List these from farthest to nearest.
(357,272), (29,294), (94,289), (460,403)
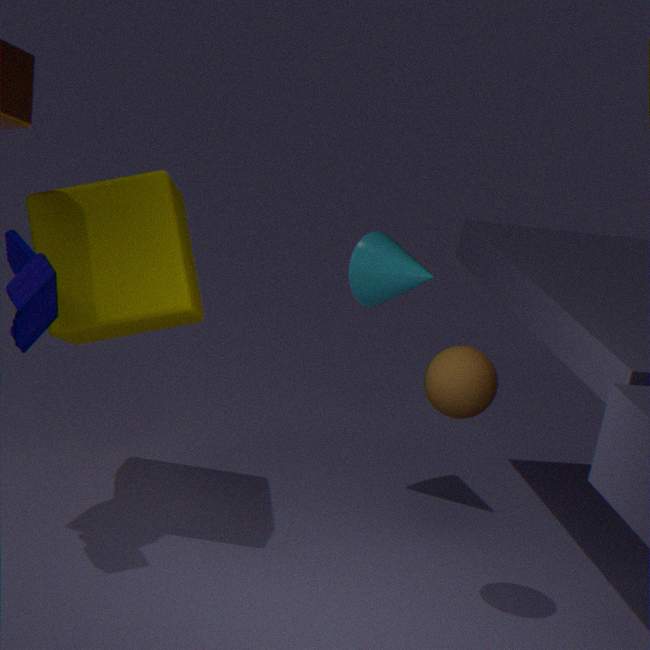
(357,272) < (94,289) < (460,403) < (29,294)
